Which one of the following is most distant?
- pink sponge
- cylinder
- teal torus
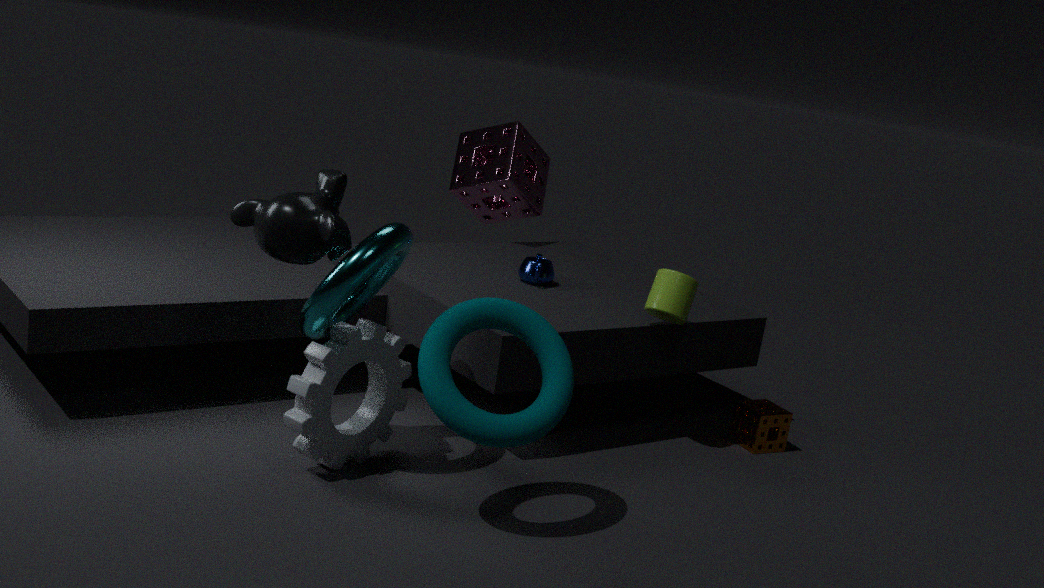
pink sponge
